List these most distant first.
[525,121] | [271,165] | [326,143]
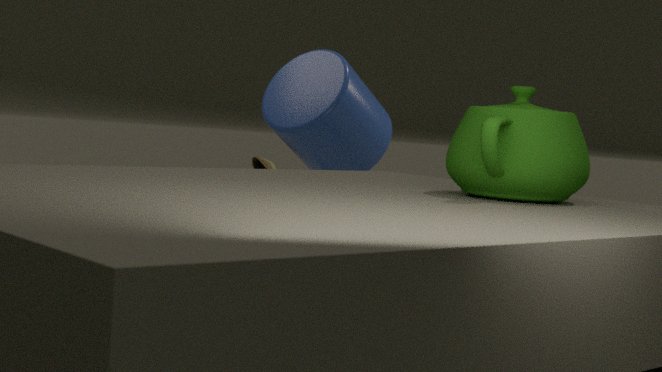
[271,165], [326,143], [525,121]
